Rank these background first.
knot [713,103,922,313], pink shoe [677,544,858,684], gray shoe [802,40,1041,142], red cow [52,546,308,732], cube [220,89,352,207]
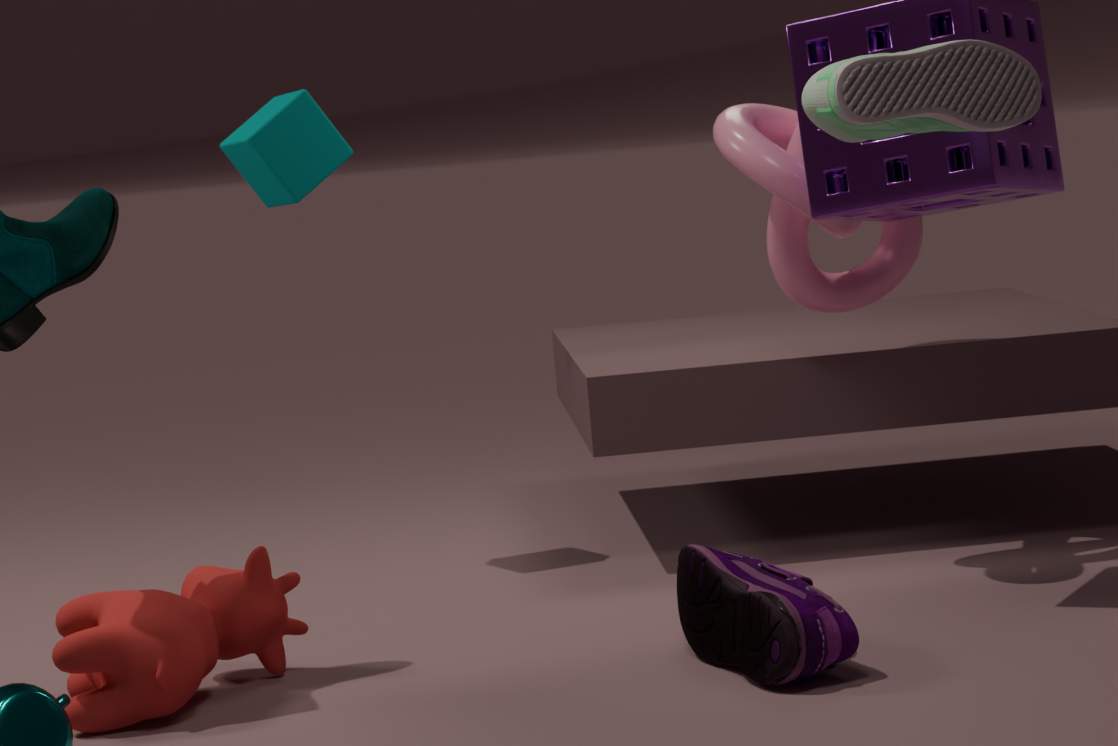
cube [220,89,352,207] → knot [713,103,922,313] → red cow [52,546,308,732] → pink shoe [677,544,858,684] → gray shoe [802,40,1041,142]
